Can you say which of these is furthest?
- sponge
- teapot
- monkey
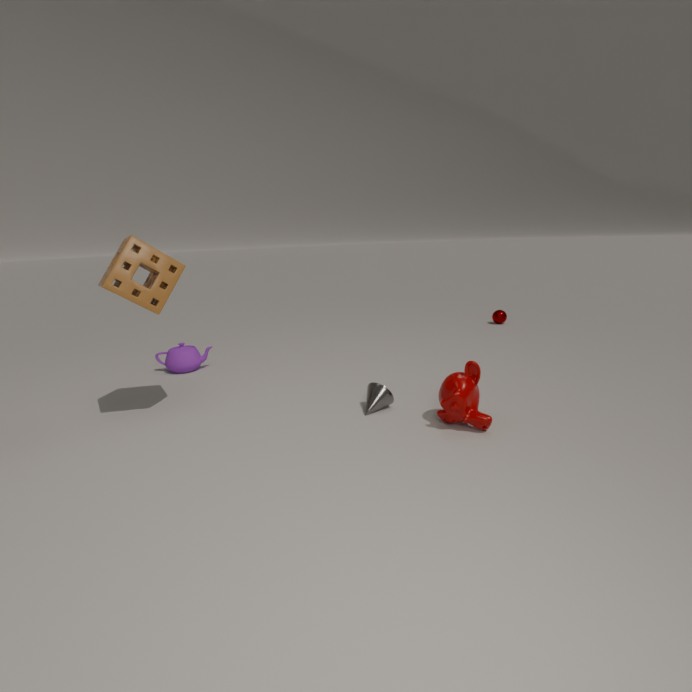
teapot
